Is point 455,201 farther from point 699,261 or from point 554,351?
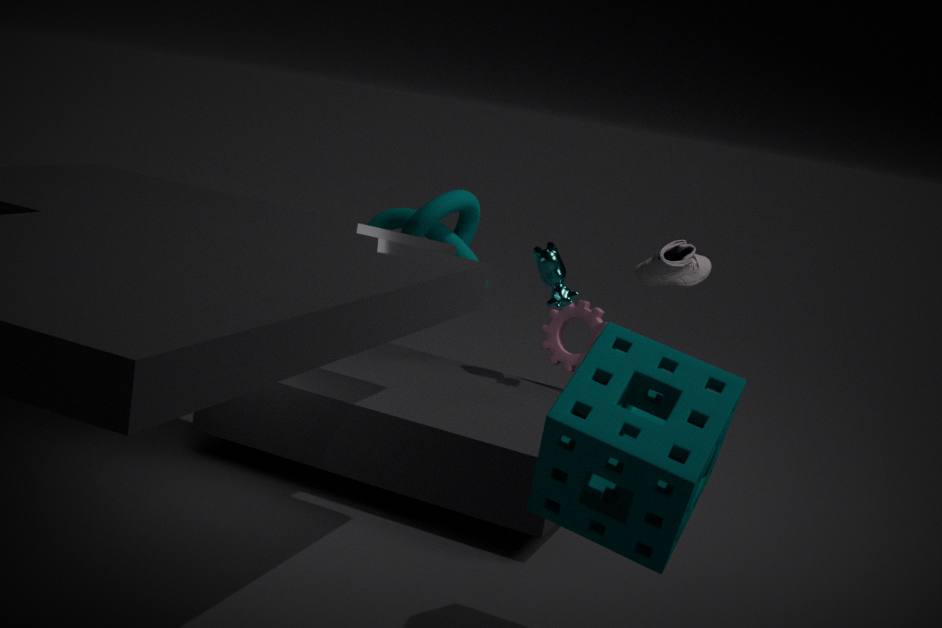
point 699,261
